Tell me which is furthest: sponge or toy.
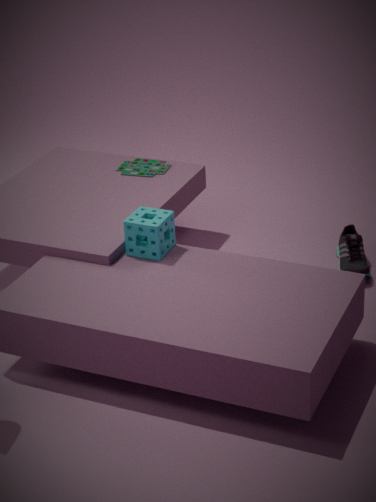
toy
